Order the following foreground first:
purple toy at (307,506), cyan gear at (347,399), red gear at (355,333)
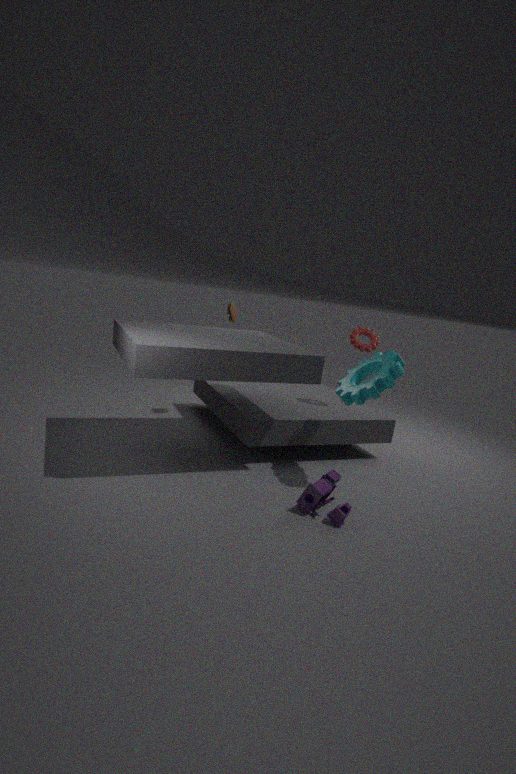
1. purple toy at (307,506)
2. cyan gear at (347,399)
3. red gear at (355,333)
